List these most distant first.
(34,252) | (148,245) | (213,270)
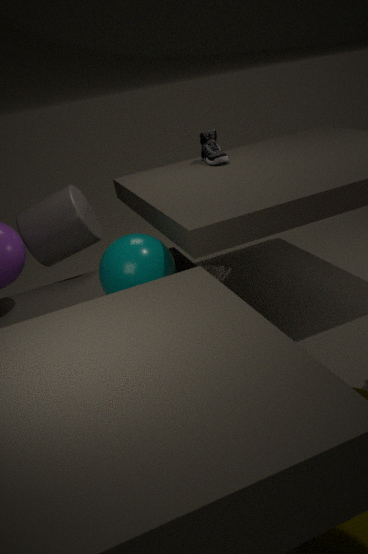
(213,270)
(34,252)
(148,245)
